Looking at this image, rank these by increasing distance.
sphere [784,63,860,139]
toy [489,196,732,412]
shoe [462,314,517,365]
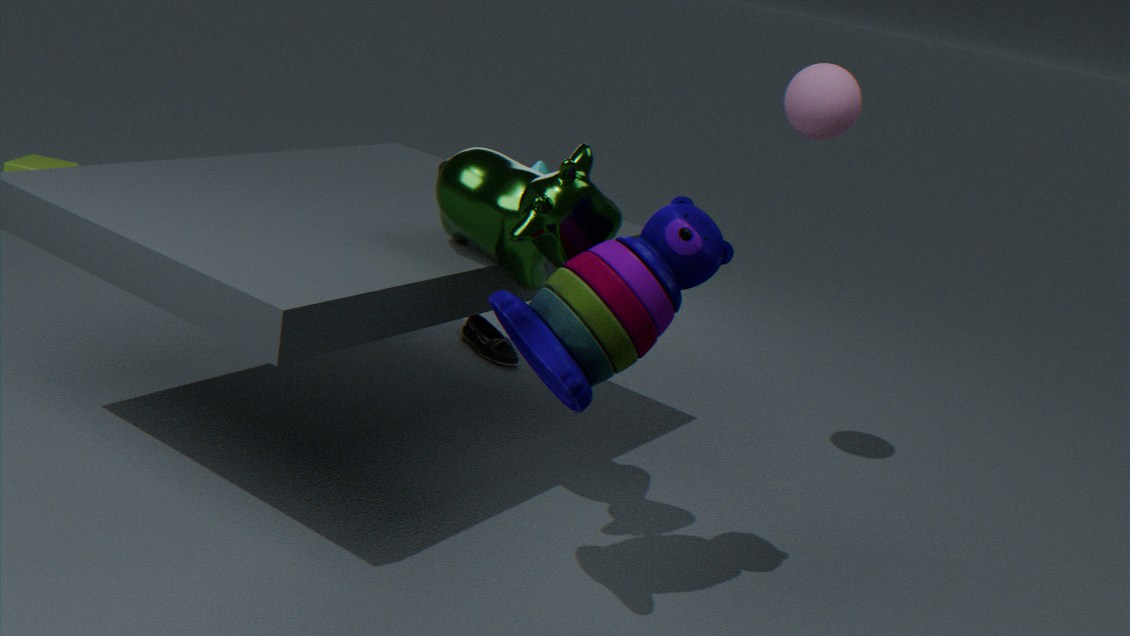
toy [489,196,732,412]
sphere [784,63,860,139]
shoe [462,314,517,365]
